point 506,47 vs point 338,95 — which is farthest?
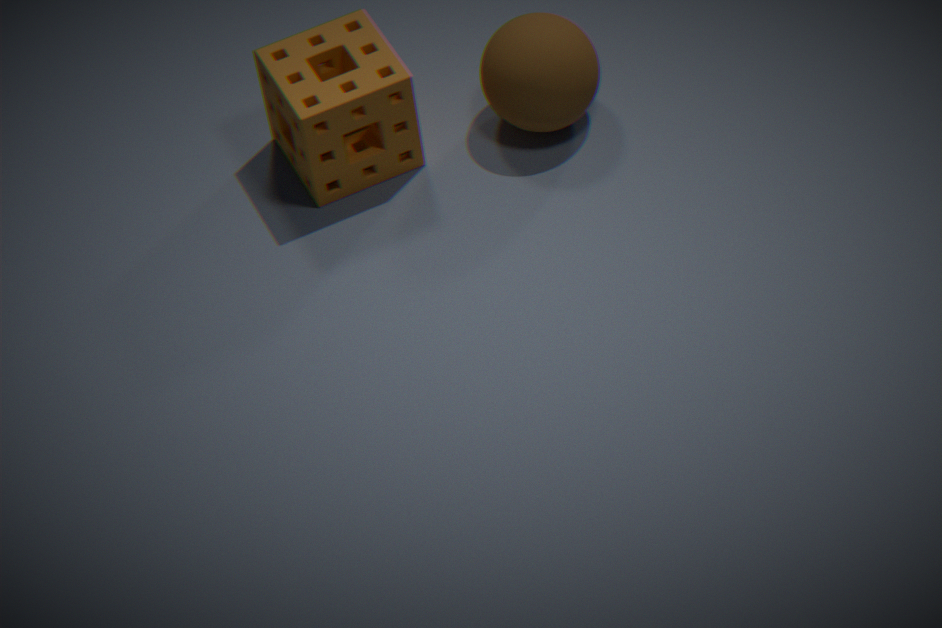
point 506,47
